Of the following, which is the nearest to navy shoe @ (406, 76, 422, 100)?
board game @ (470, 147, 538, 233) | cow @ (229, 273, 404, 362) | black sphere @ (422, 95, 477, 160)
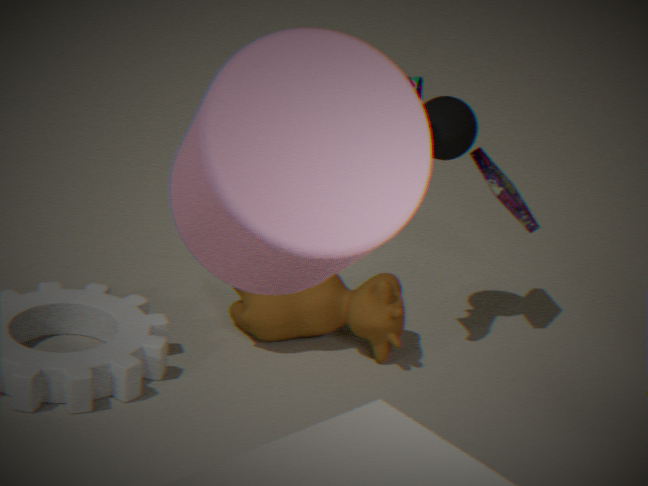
black sphere @ (422, 95, 477, 160)
